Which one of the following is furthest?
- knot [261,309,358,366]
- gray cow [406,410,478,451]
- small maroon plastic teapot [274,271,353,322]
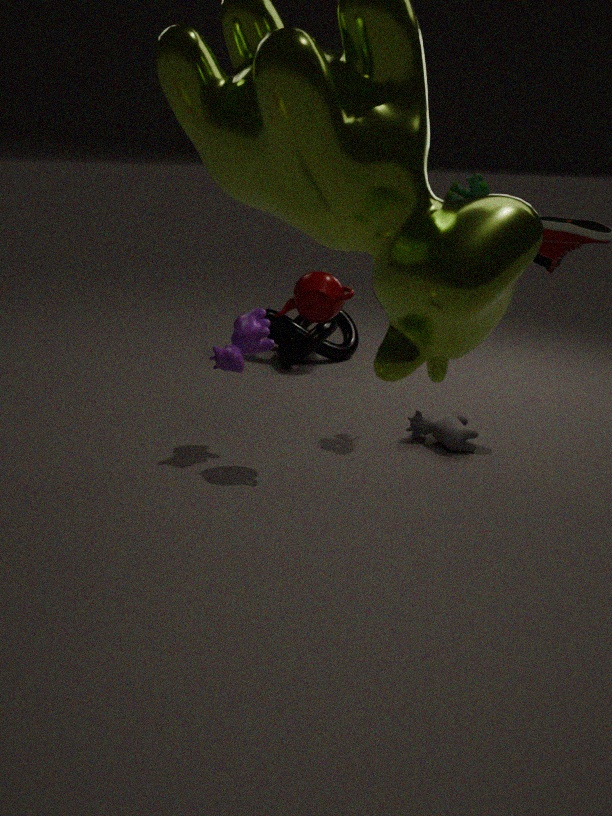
knot [261,309,358,366]
